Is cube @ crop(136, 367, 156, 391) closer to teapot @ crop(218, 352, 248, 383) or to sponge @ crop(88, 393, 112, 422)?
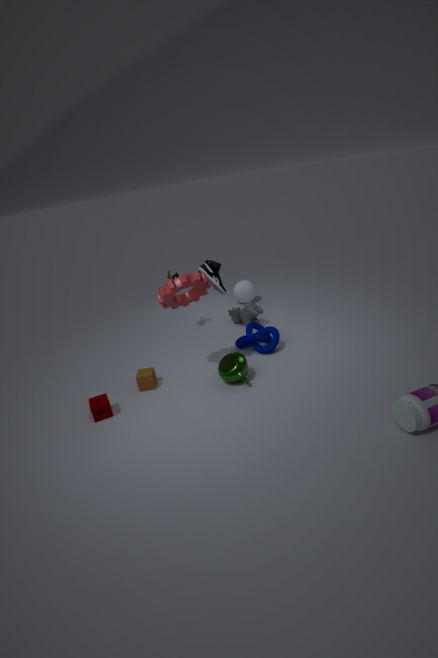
sponge @ crop(88, 393, 112, 422)
